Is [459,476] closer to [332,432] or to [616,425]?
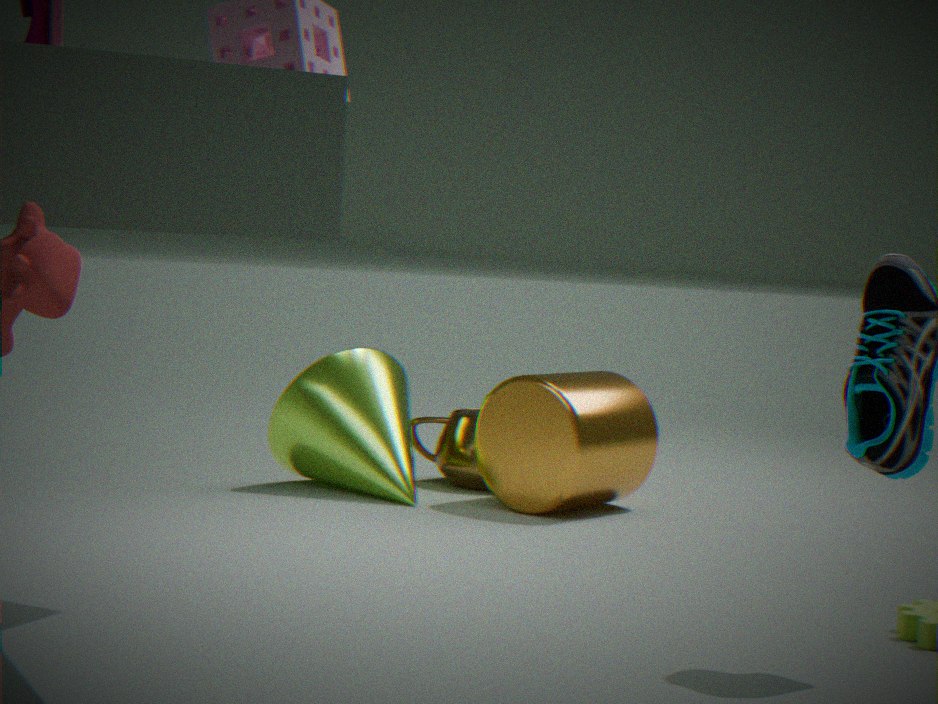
[616,425]
